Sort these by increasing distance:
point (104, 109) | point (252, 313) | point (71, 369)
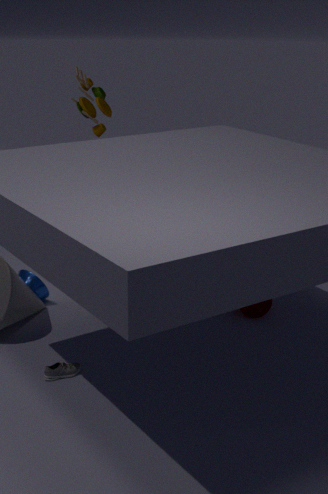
point (71, 369) → point (252, 313) → point (104, 109)
